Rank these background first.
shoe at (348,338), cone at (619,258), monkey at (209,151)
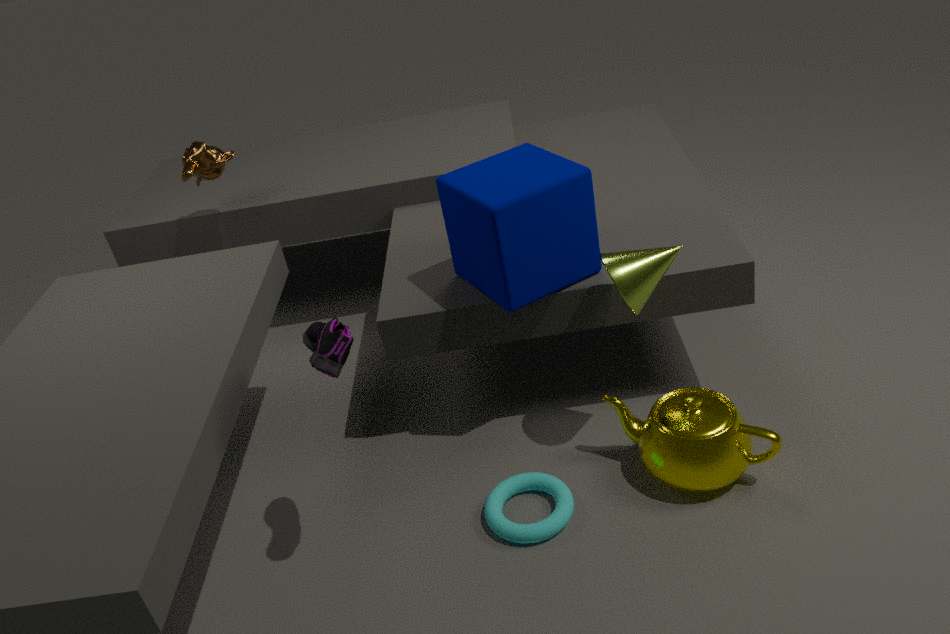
monkey at (209,151)
cone at (619,258)
shoe at (348,338)
